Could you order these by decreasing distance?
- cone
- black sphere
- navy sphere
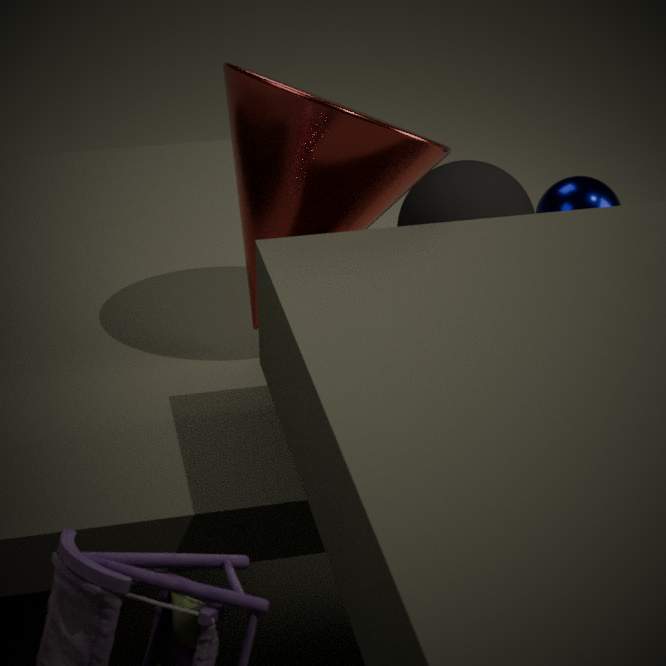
1. black sphere
2. navy sphere
3. cone
